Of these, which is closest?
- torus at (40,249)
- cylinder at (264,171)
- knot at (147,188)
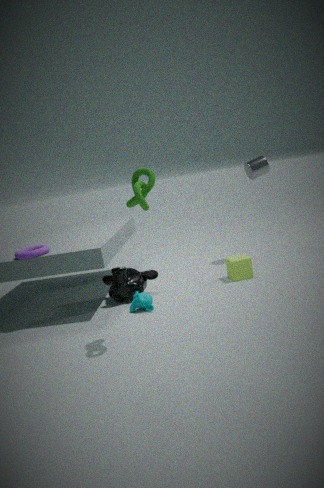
knot at (147,188)
